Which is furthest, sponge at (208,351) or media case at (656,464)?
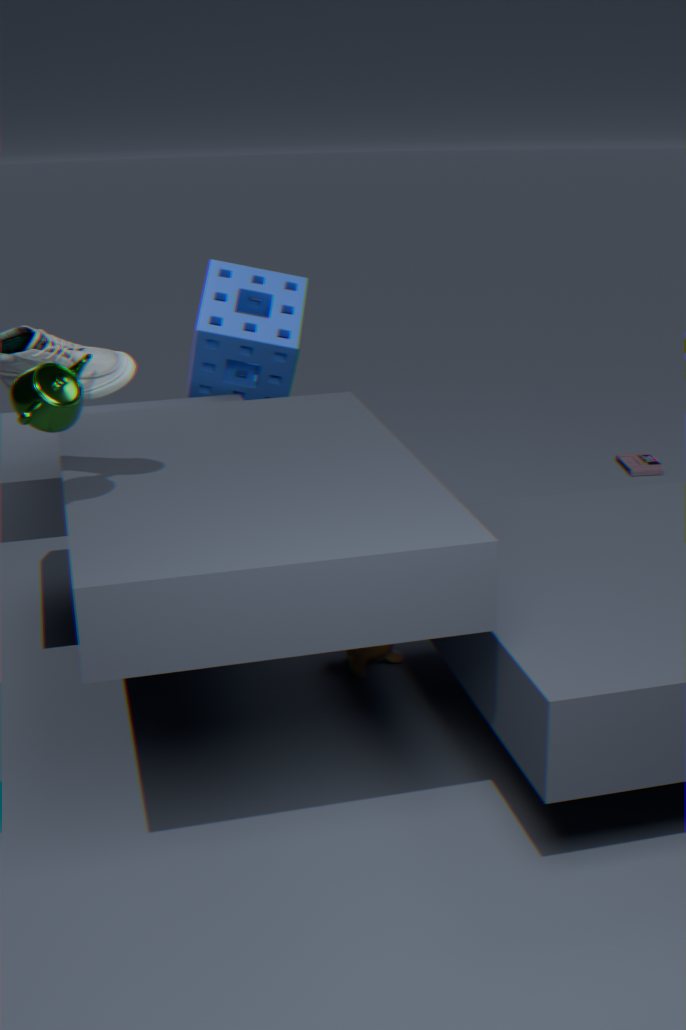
media case at (656,464)
